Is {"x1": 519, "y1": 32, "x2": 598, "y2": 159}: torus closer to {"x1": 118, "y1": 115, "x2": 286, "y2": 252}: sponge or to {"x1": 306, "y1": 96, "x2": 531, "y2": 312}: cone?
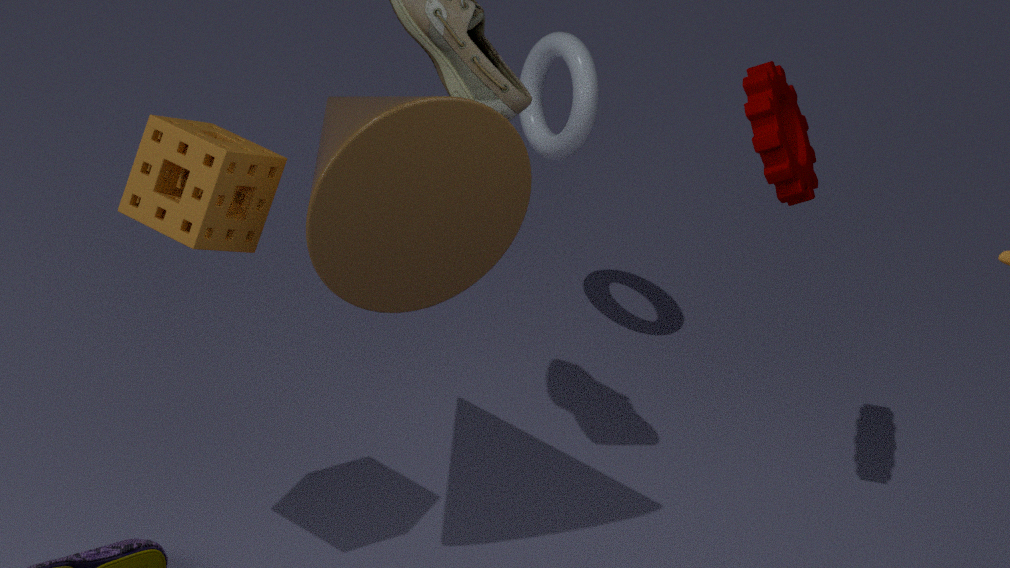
{"x1": 306, "y1": 96, "x2": 531, "y2": 312}: cone
